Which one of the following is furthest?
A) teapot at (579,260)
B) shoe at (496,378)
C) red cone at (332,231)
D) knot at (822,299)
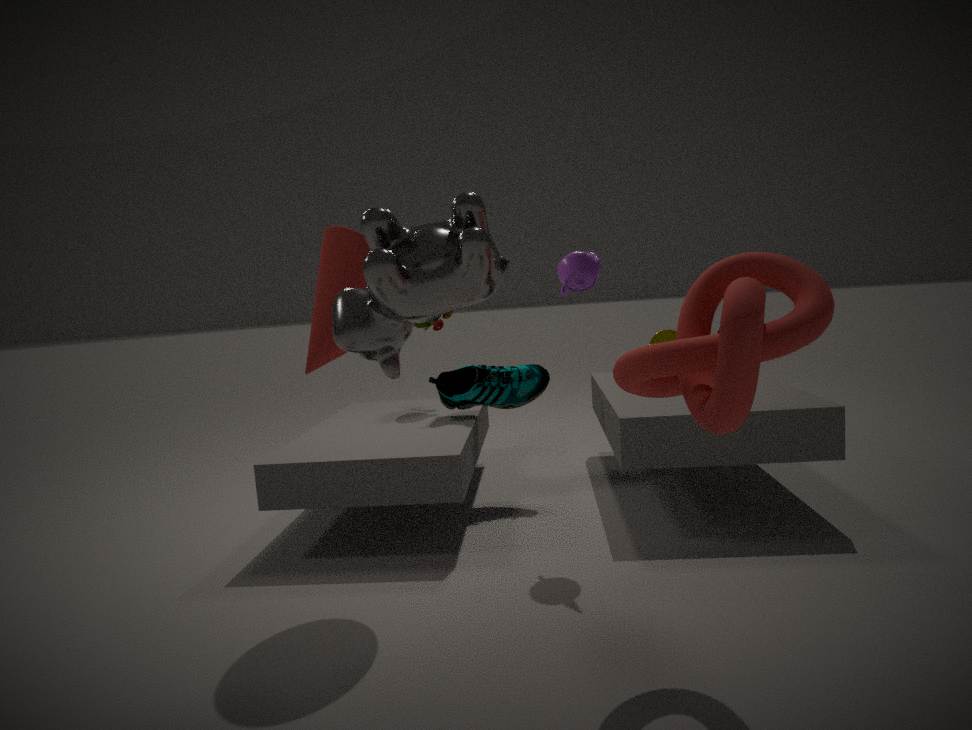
shoe at (496,378)
